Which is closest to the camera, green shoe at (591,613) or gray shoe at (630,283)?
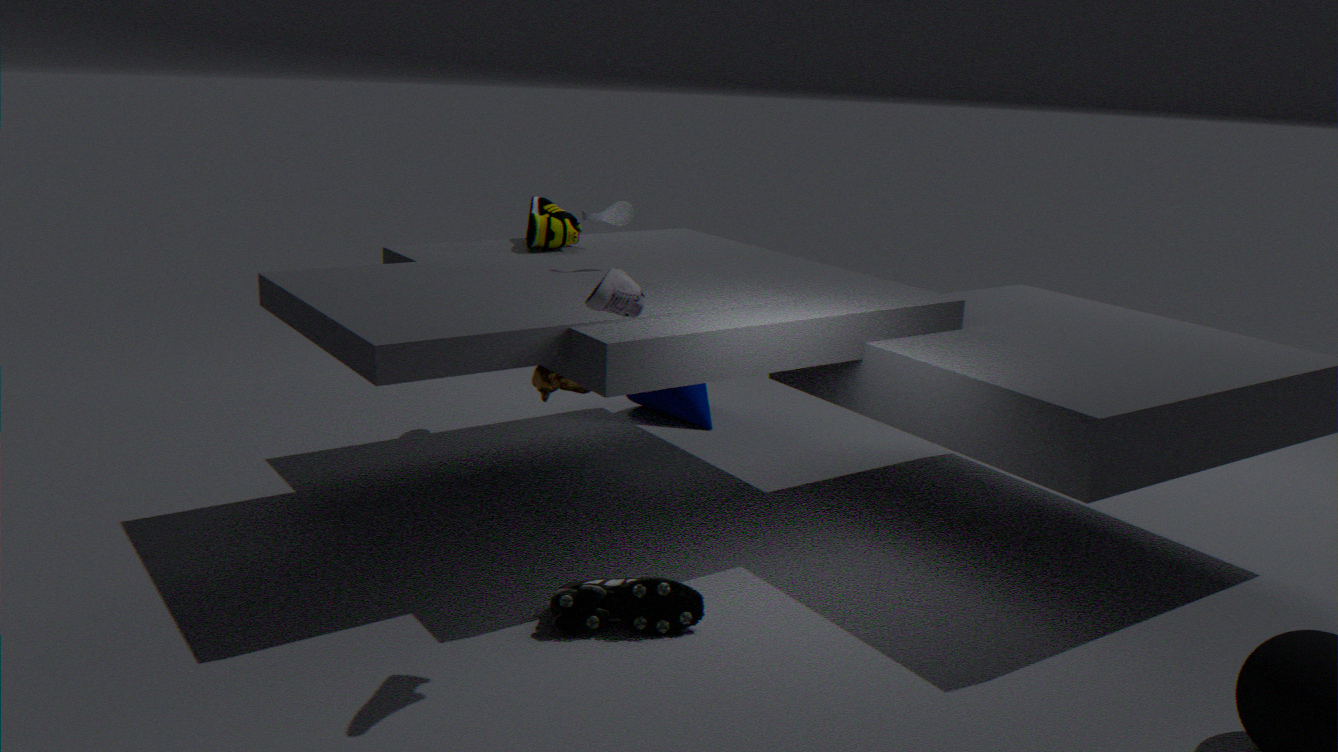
gray shoe at (630,283)
